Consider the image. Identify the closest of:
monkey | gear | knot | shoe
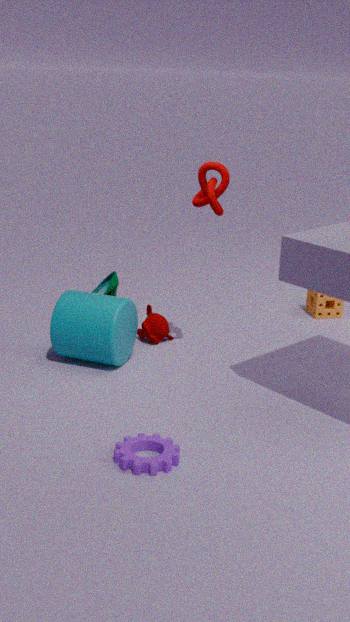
gear
